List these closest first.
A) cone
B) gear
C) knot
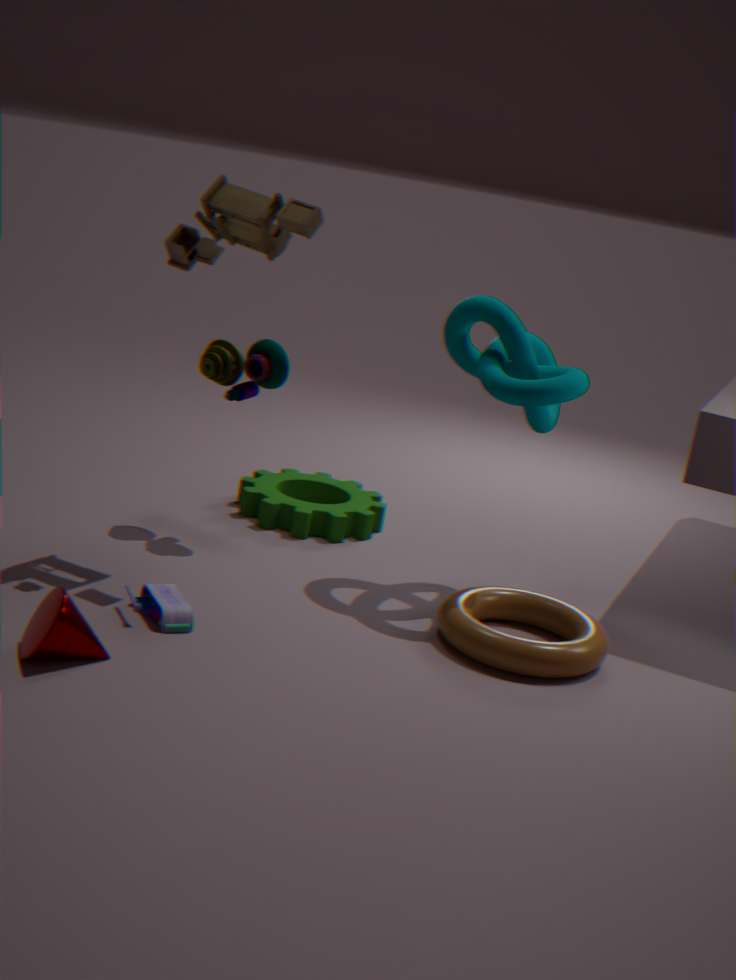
cone, knot, gear
